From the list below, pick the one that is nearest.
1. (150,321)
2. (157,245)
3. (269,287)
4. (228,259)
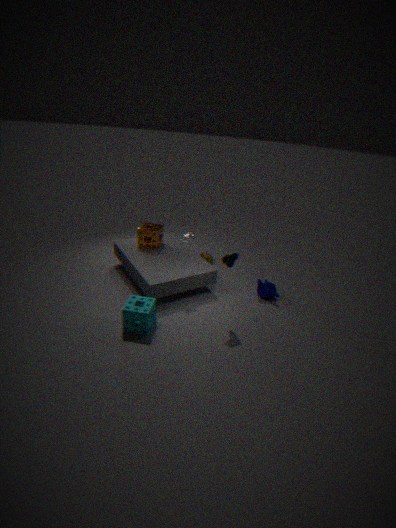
(228,259)
